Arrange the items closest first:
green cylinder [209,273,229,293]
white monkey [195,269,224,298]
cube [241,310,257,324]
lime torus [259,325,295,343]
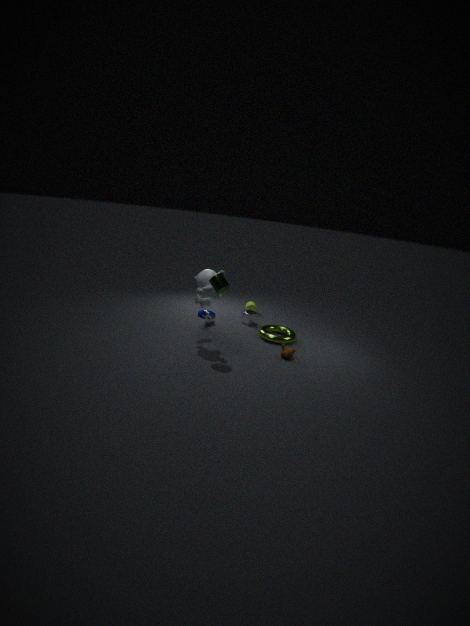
1. green cylinder [209,273,229,293]
2. white monkey [195,269,224,298]
3. lime torus [259,325,295,343]
4. cube [241,310,257,324]
